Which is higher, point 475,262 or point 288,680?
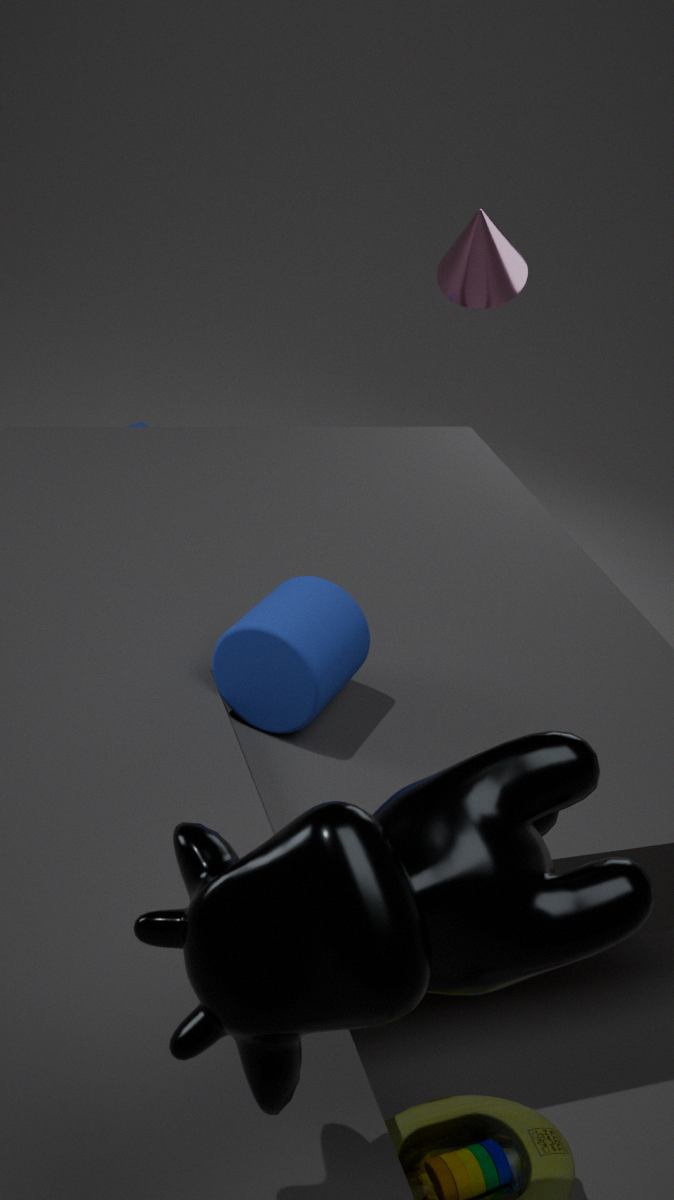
point 475,262
